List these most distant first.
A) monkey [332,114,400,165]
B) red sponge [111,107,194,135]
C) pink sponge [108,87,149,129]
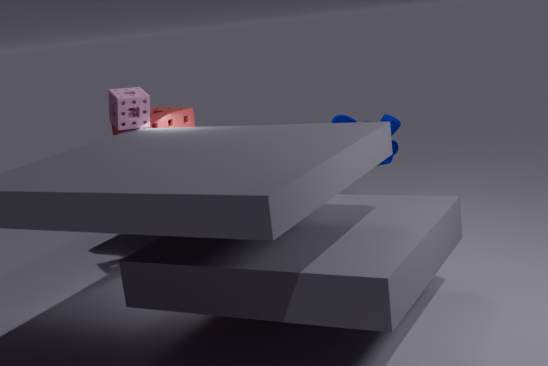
monkey [332,114,400,165] → red sponge [111,107,194,135] → pink sponge [108,87,149,129]
